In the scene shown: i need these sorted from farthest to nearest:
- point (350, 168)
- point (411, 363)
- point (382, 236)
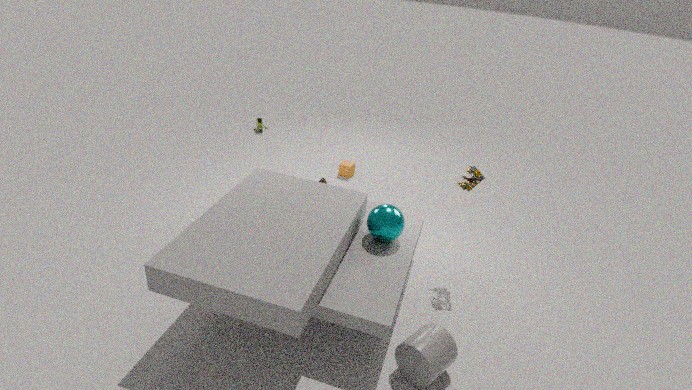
1. point (350, 168)
2. point (382, 236)
3. point (411, 363)
